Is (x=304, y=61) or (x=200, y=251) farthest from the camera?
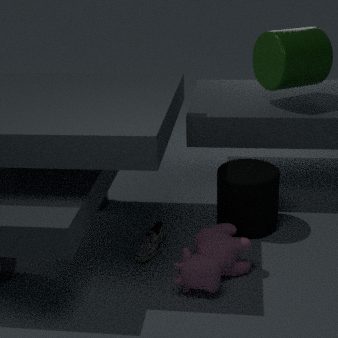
(x=304, y=61)
